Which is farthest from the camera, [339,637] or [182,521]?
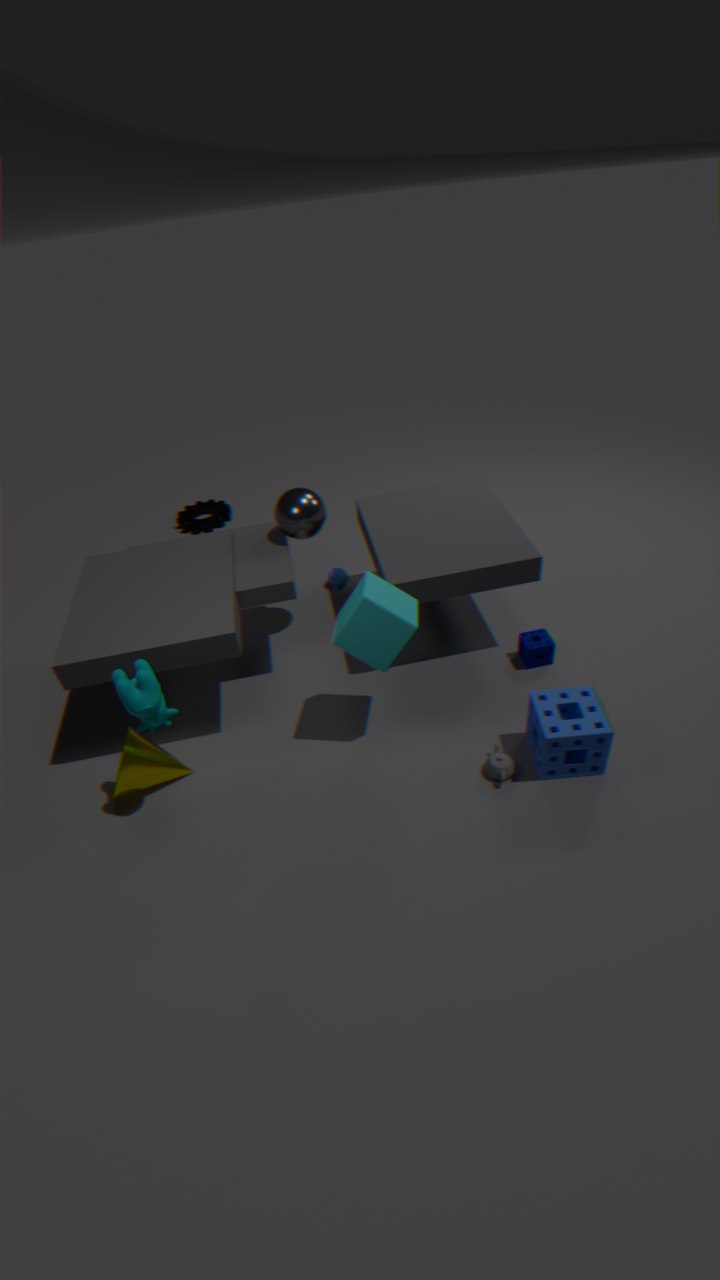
[182,521]
